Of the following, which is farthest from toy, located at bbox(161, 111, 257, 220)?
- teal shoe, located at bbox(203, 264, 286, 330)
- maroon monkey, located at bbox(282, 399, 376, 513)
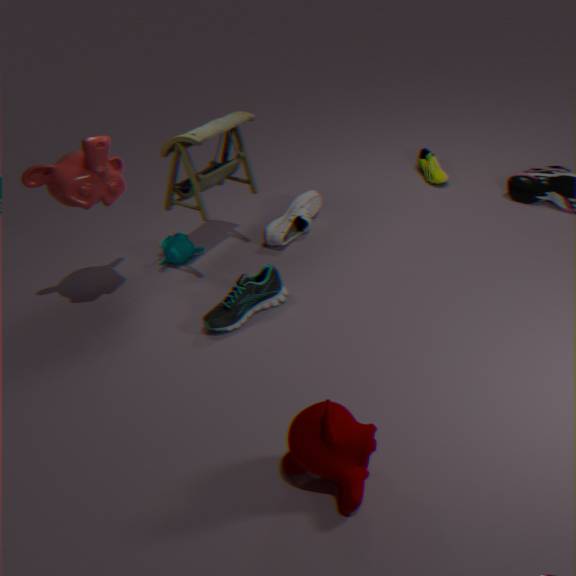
maroon monkey, located at bbox(282, 399, 376, 513)
